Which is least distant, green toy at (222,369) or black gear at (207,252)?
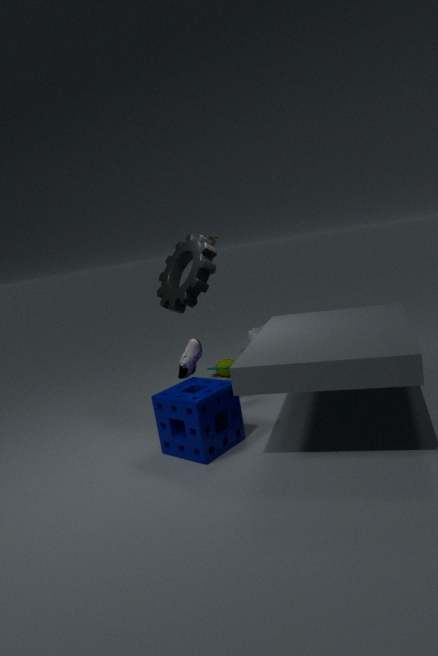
black gear at (207,252)
